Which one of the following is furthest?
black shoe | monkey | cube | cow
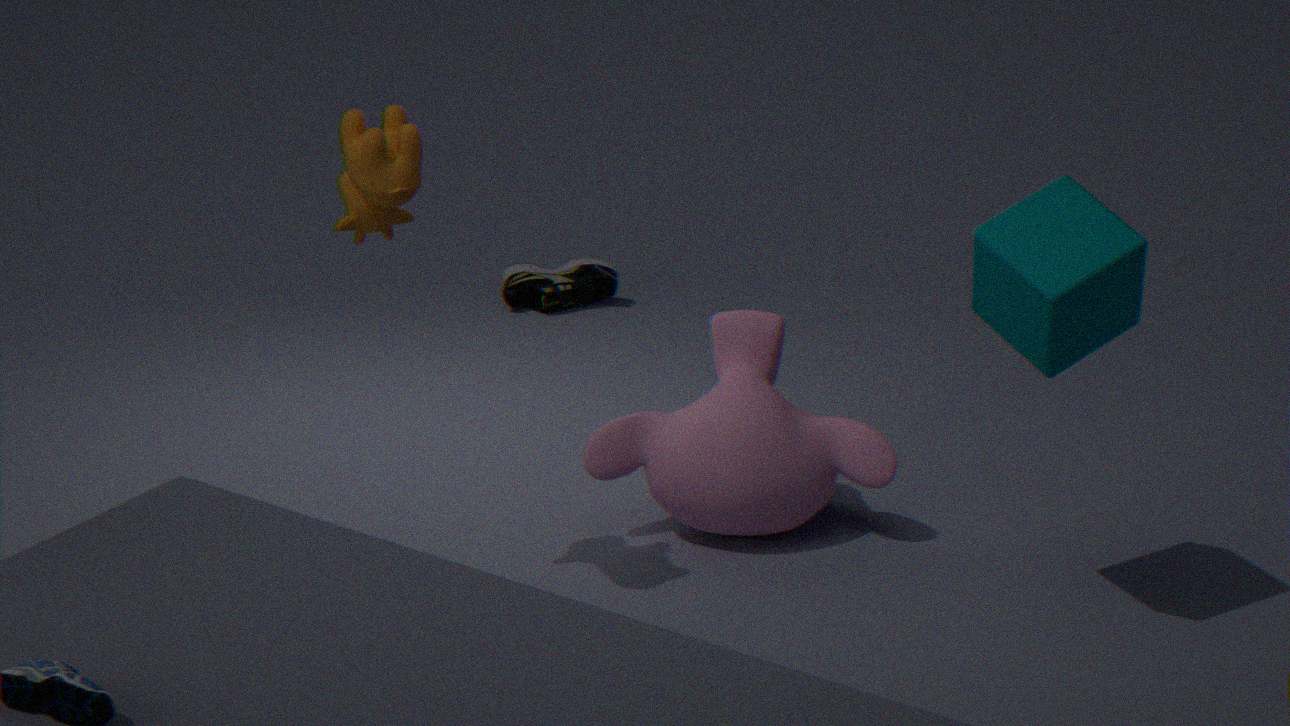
black shoe
